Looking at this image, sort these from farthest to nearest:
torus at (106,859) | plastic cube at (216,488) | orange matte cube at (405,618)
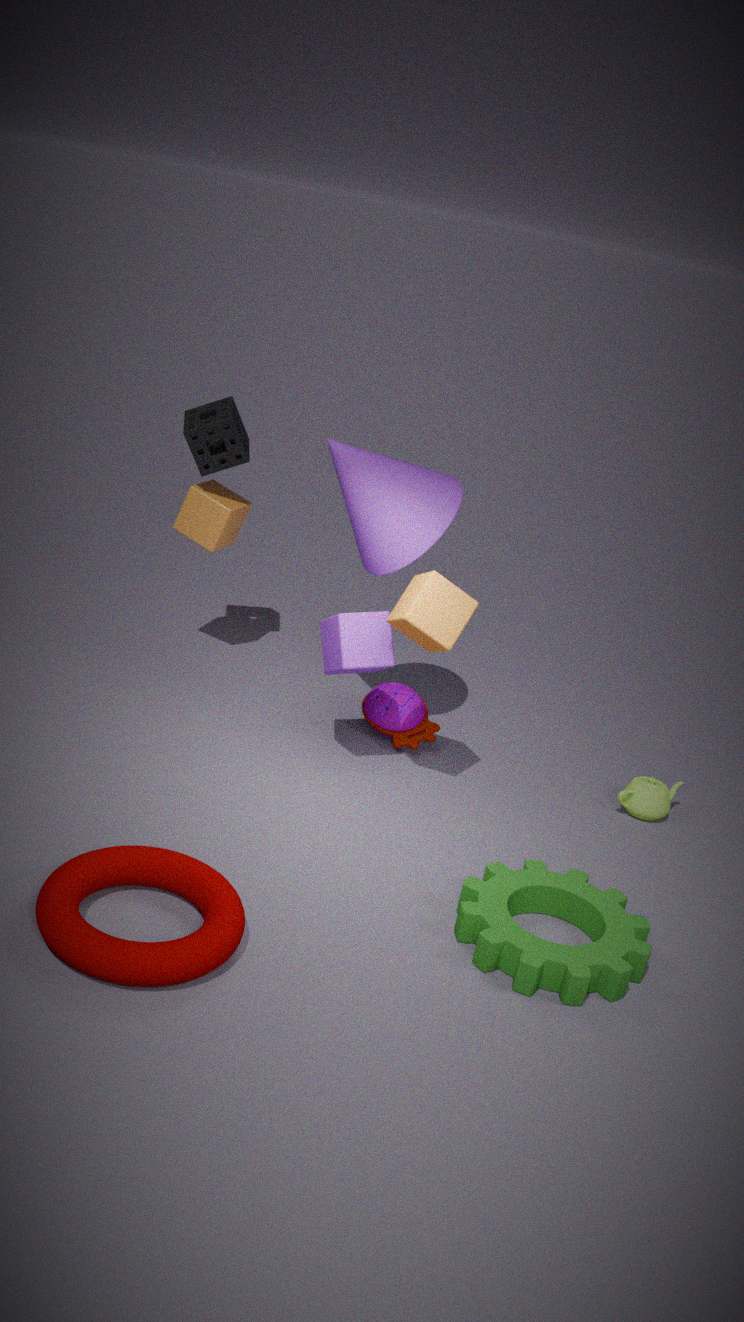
plastic cube at (216,488) → orange matte cube at (405,618) → torus at (106,859)
